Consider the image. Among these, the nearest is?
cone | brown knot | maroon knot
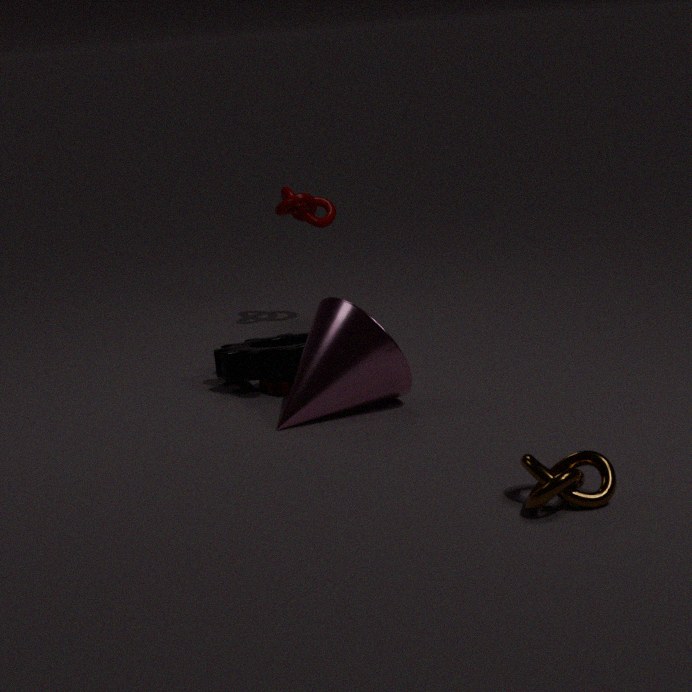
brown knot
